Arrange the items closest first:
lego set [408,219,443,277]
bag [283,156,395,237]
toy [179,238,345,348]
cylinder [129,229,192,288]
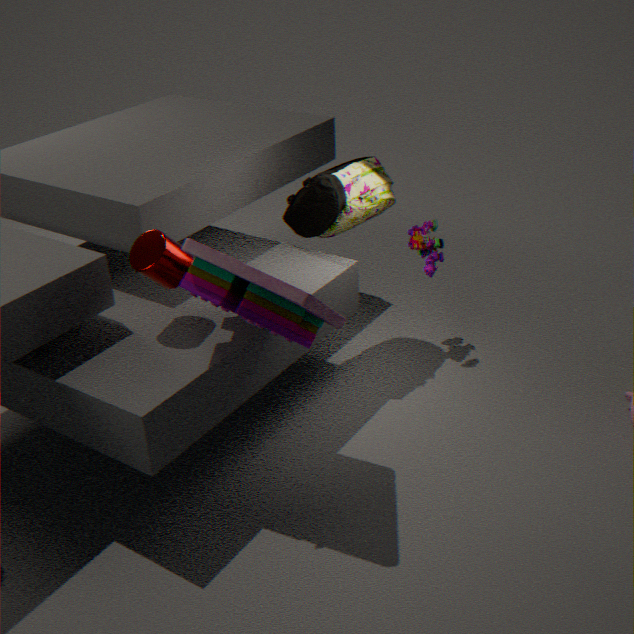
1. toy [179,238,345,348]
2. cylinder [129,229,192,288]
3. bag [283,156,395,237]
4. lego set [408,219,443,277]
